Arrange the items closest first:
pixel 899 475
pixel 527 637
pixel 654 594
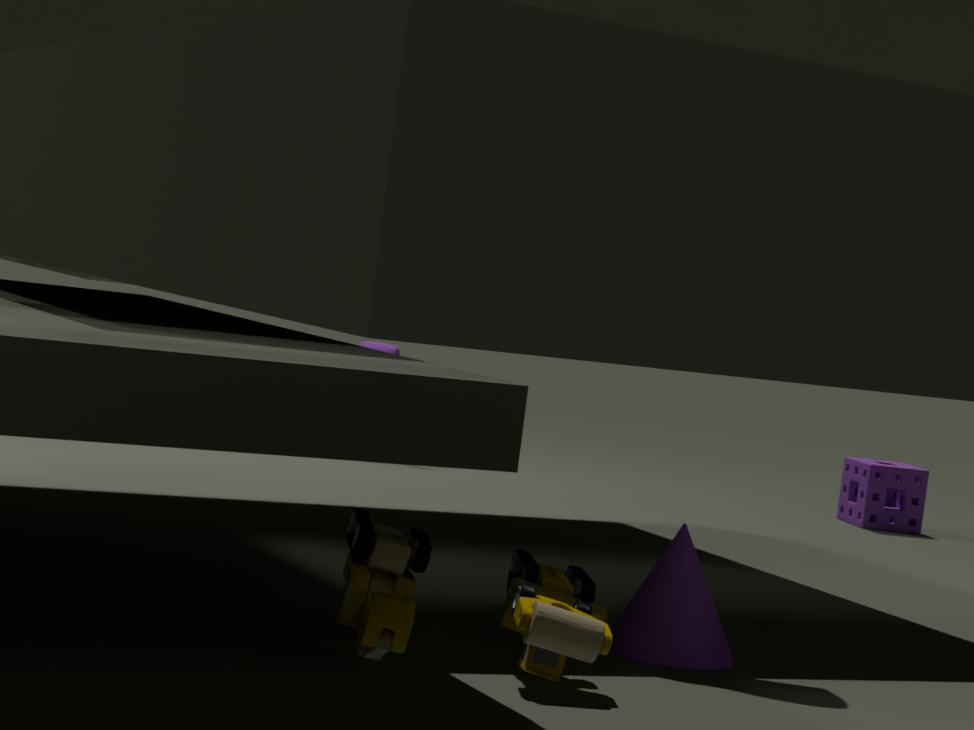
pixel 527 637
pixel 654 594
pixel 899 475
